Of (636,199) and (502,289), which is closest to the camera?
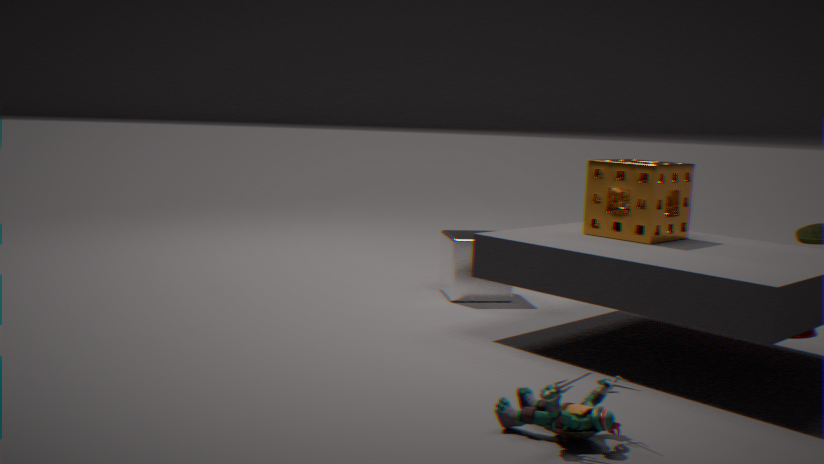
(636,199)
